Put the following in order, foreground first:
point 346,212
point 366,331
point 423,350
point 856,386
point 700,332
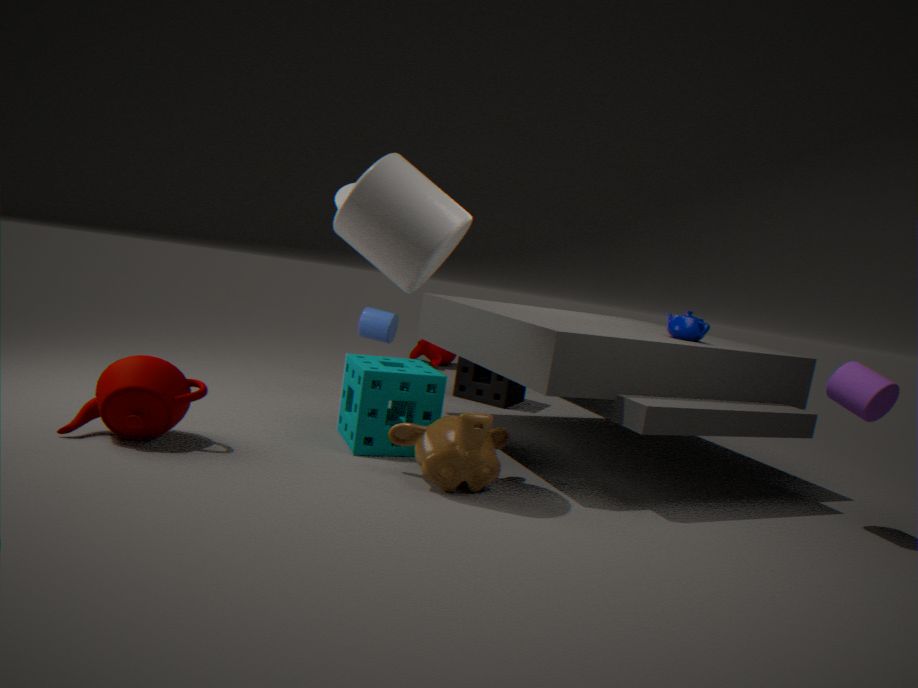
point 346,212 → point 856,386 → point 700,332 → point 366,331 → point 423,350
